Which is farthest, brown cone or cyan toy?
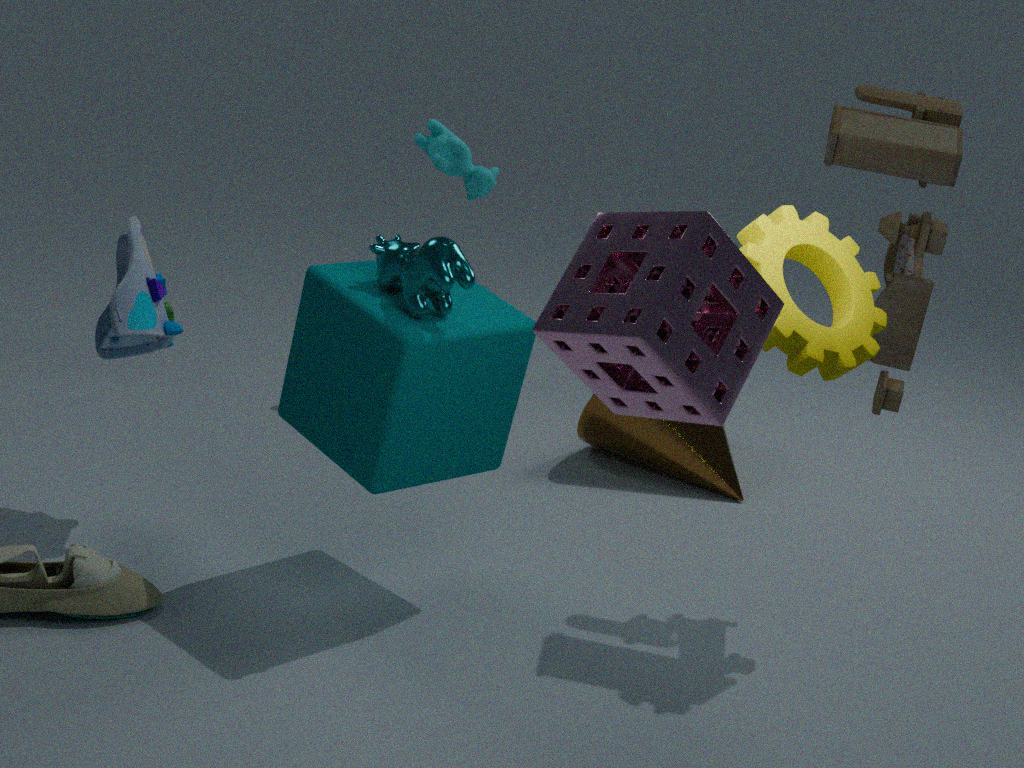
brown cone
